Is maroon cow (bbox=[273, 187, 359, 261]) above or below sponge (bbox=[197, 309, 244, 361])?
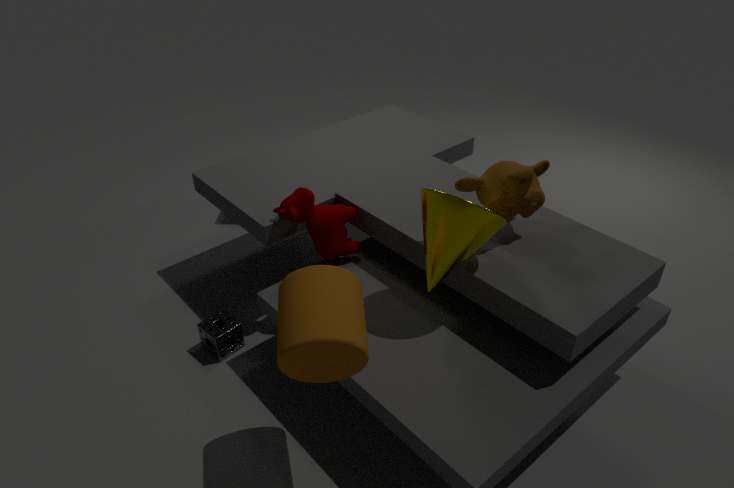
above
